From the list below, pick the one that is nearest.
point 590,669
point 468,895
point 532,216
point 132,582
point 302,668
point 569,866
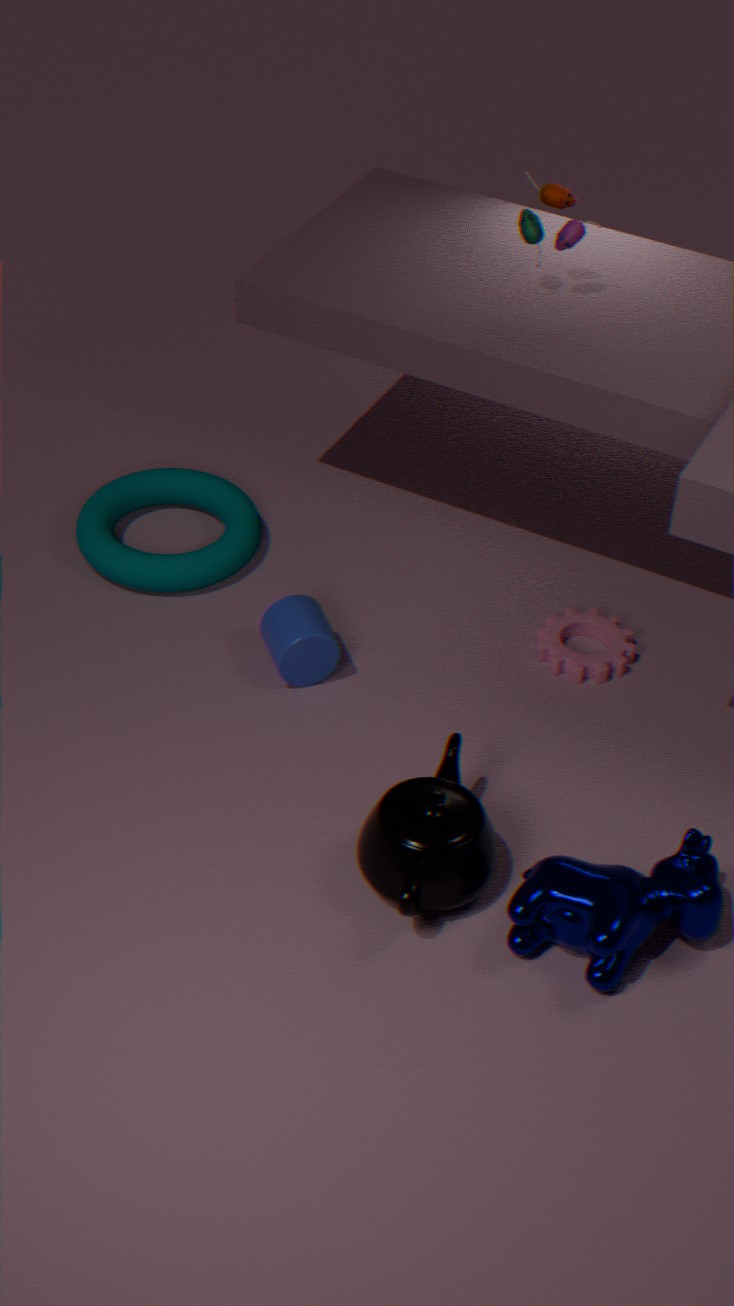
point 569,866
